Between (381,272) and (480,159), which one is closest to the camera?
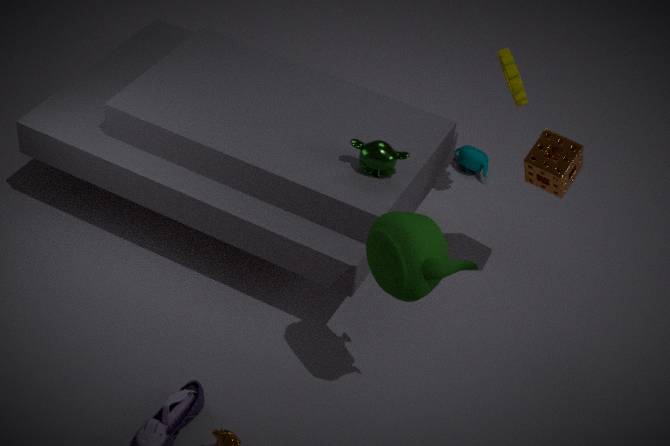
(381,272)
